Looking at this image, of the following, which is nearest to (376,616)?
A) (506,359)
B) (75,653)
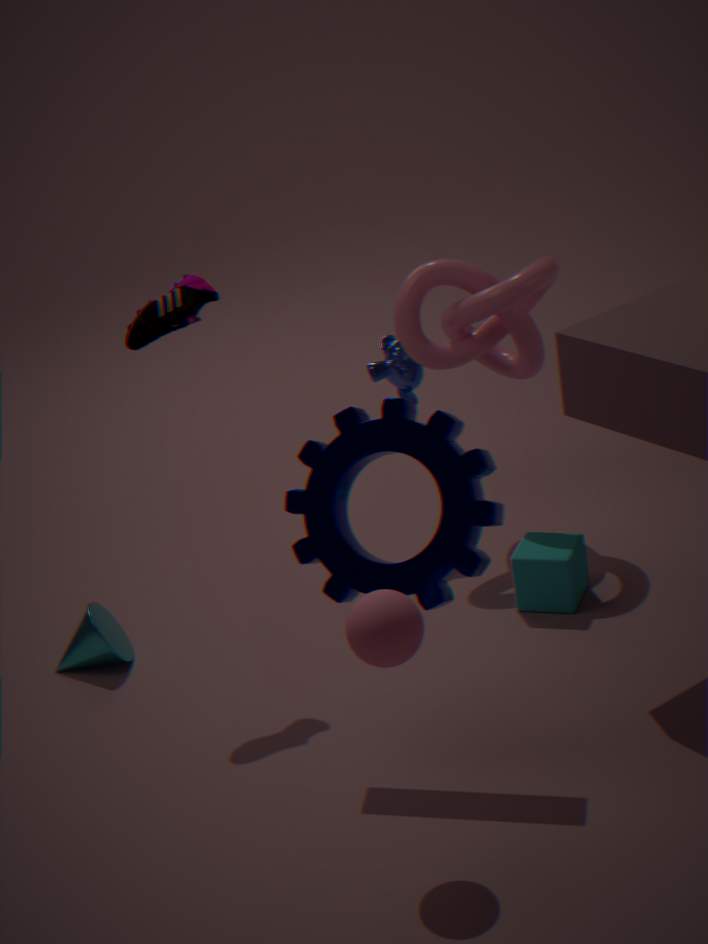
(75,653)
